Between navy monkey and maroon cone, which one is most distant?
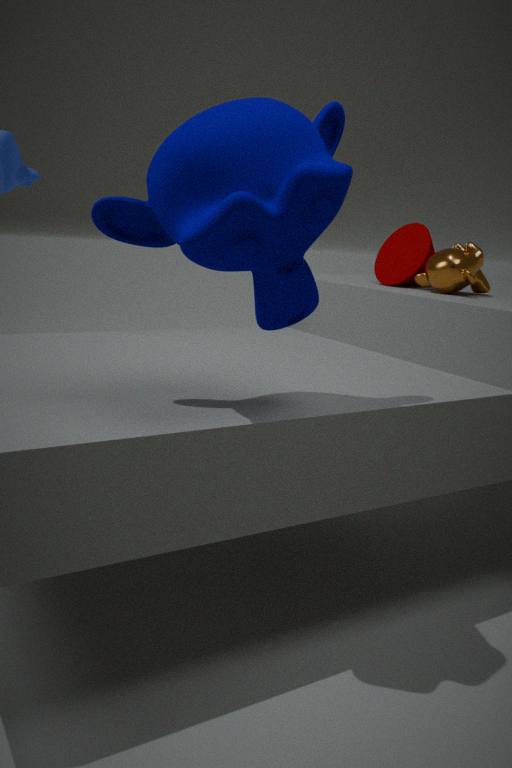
maroon cone
